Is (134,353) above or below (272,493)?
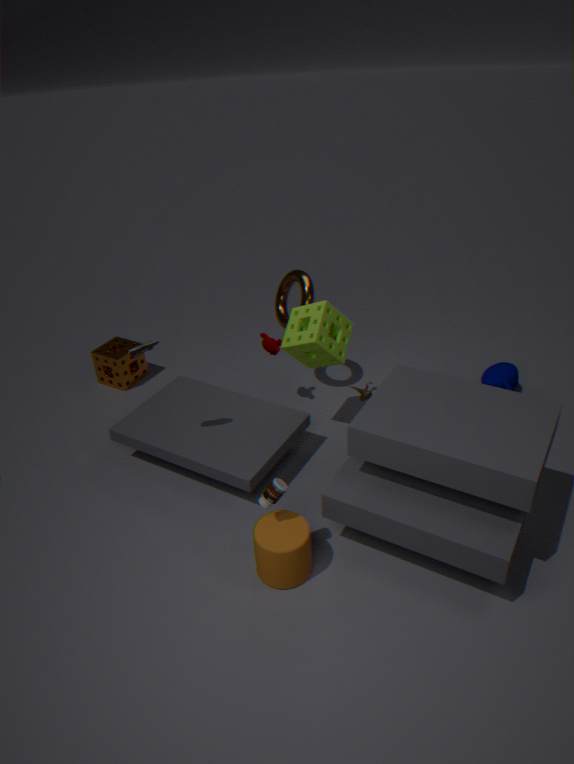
above
